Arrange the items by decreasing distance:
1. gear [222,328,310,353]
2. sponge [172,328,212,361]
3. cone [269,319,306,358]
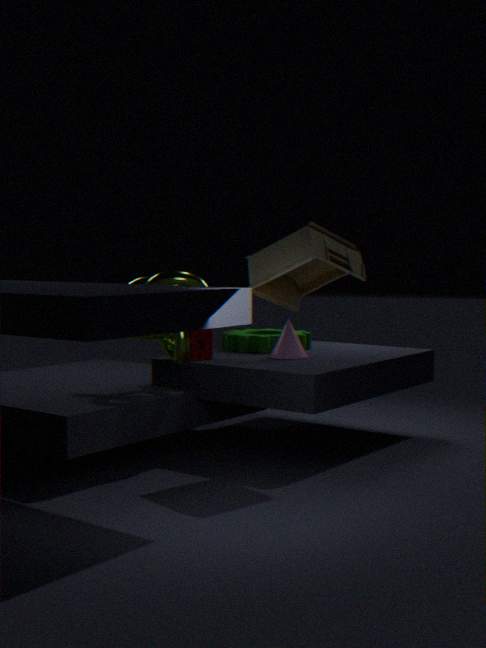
gear [222,328,310,353] → cone [269,319,306,358] → sponge [172,328,212,361]
